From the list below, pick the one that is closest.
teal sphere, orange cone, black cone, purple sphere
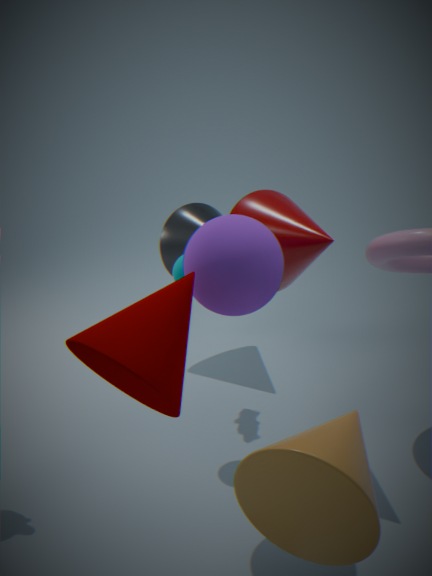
orange cone
